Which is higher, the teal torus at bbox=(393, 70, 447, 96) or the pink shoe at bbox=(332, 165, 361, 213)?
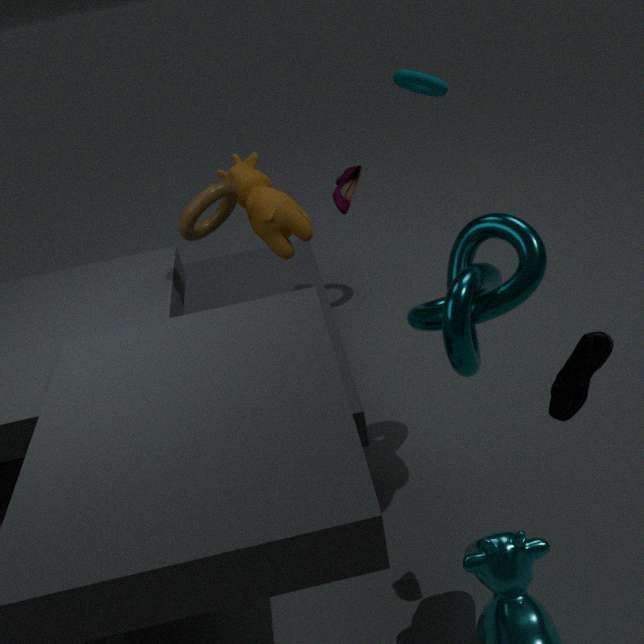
the teal torus at bbox=(393, 70, 447, 96)
